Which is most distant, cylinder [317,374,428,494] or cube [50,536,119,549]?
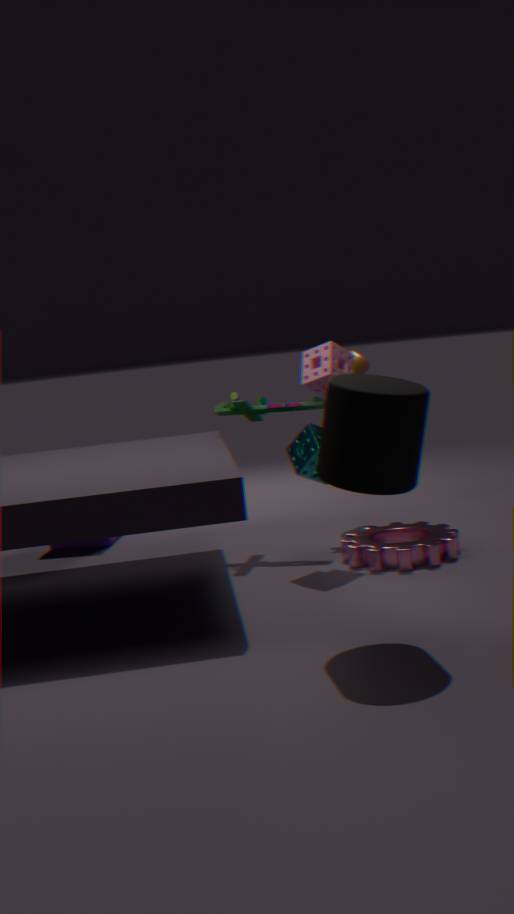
cube [50,536,119,549]
